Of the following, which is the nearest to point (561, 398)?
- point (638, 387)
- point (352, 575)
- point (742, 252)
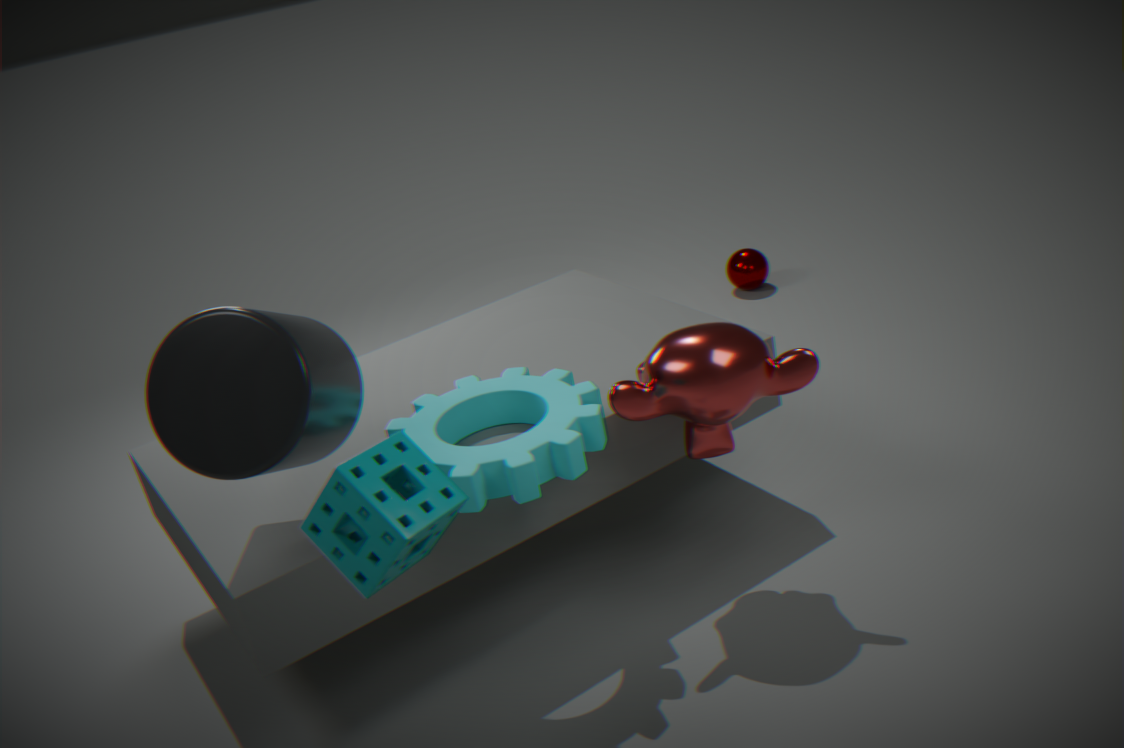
point (638, 387)
